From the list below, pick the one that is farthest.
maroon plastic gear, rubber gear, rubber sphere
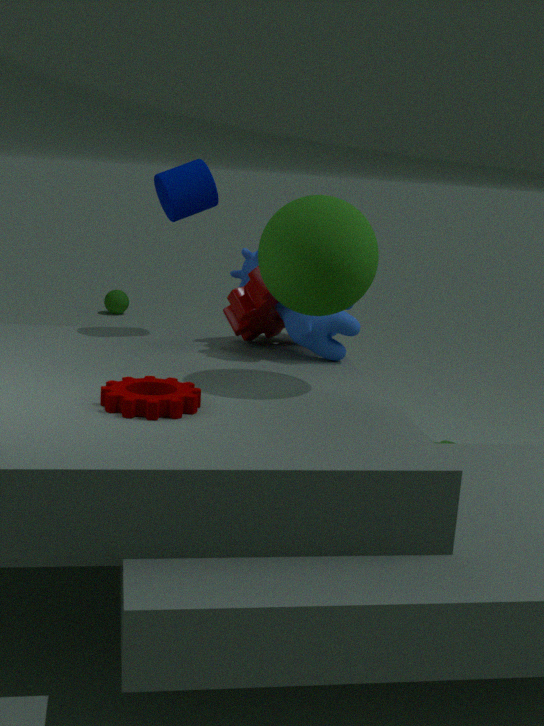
rubber sphere
